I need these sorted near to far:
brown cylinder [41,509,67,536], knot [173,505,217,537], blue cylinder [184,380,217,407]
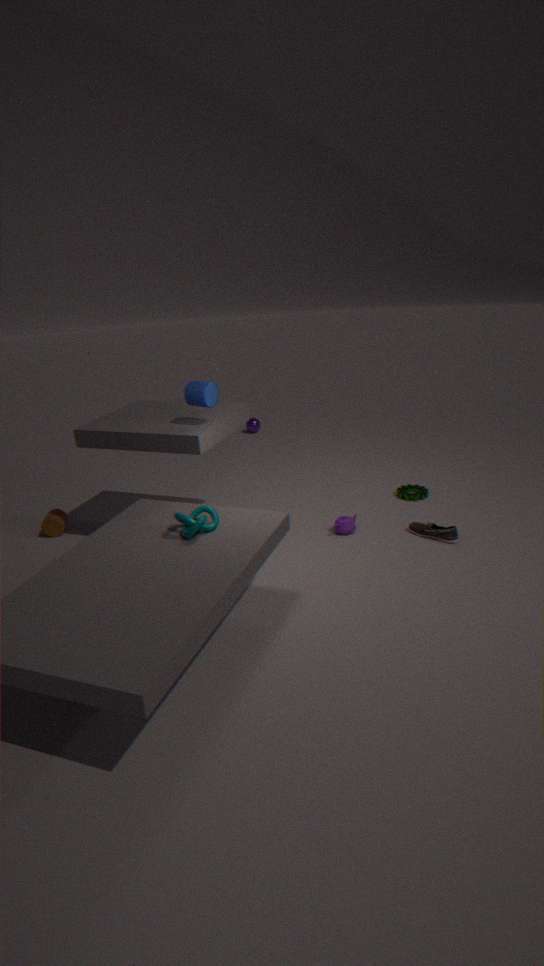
knot [173,505,217,537], blue cylinder [184,380,217,407], brown cylinder [41,509,67,536]
